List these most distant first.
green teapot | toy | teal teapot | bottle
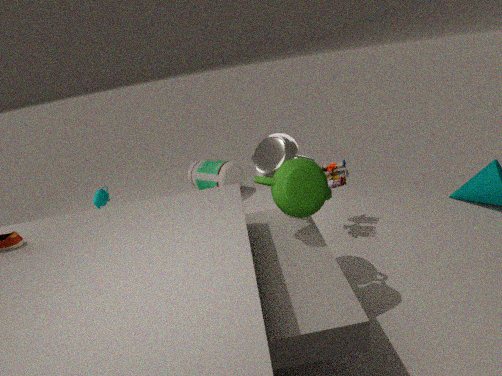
bottle → teal teapot → toy → green teapot
